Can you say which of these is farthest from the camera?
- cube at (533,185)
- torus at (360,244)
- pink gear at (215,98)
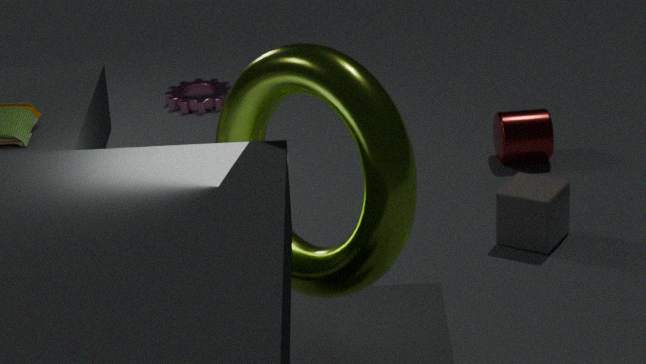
pink gear at (215,98)
